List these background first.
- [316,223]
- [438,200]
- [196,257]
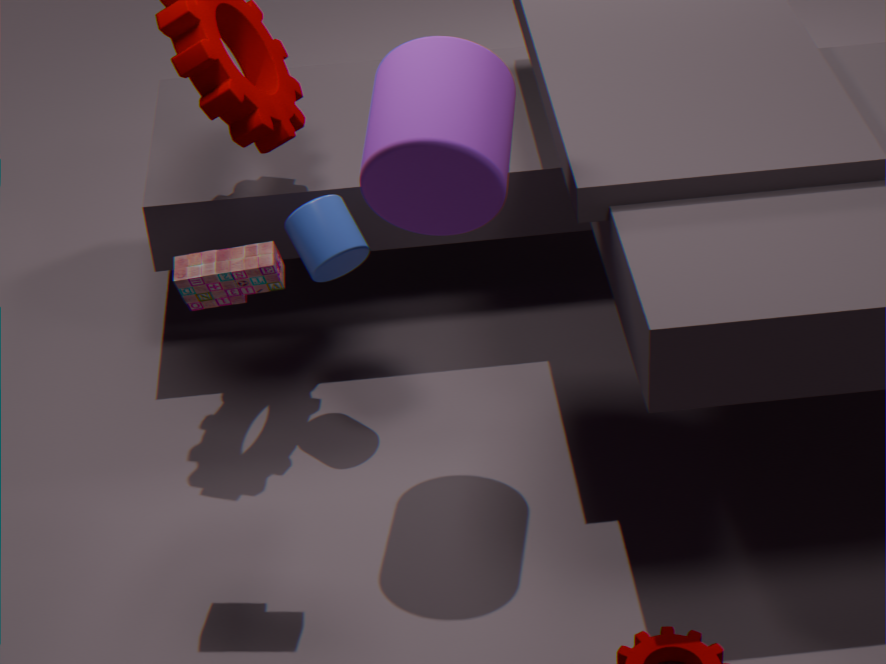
[316,223] → [438,200] → [196,257]
